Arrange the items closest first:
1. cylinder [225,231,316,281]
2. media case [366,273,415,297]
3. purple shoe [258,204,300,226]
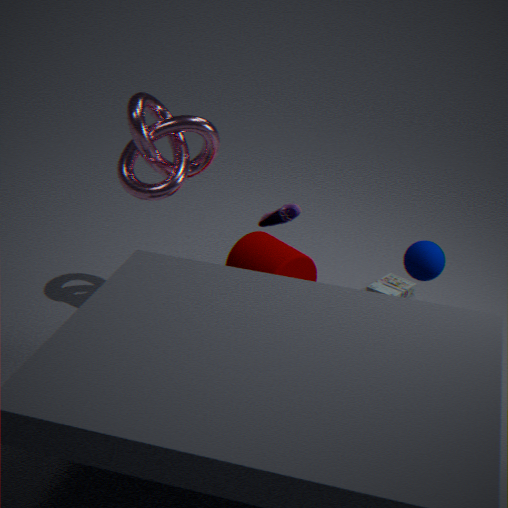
purple shoe [258,204,300,226]
cylinder [225,231,316,281]
media case [366,273,415,297]
